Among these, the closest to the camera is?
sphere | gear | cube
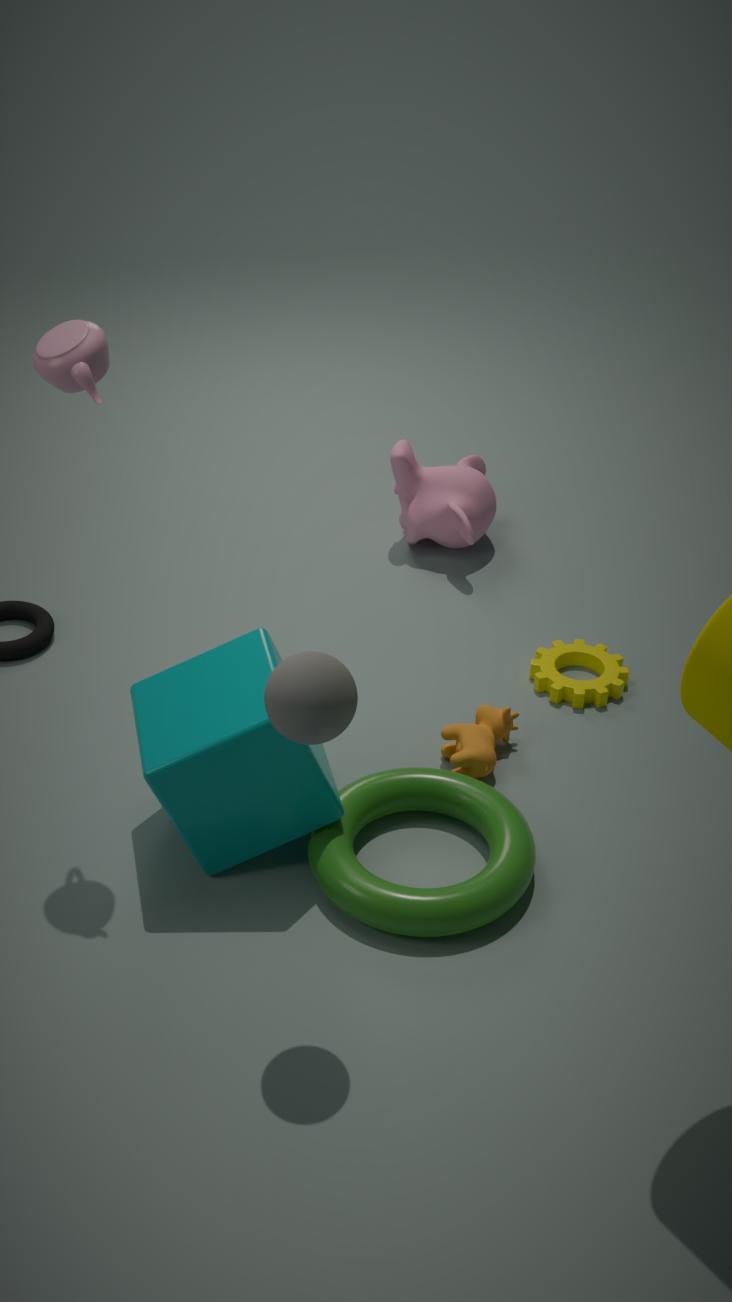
sphere
